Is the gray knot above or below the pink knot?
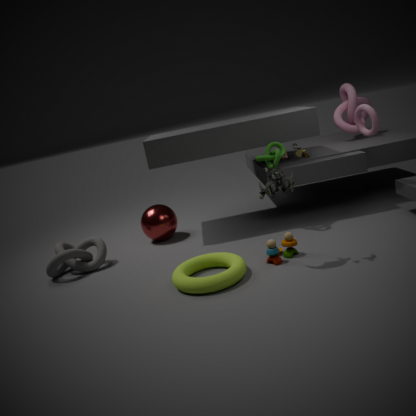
below
